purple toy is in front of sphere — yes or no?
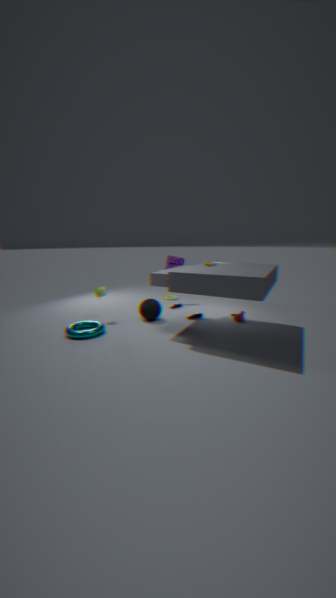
No
